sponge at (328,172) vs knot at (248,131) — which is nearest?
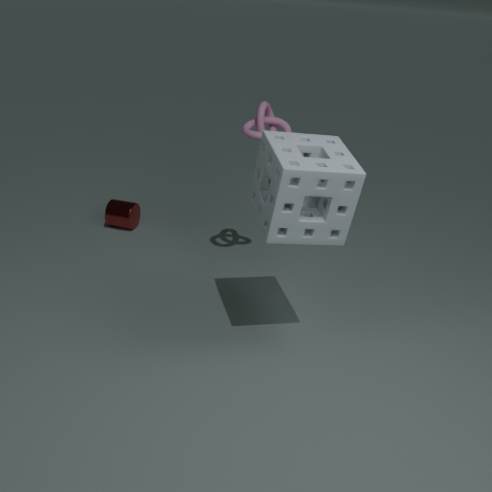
sponge at (328,172)
